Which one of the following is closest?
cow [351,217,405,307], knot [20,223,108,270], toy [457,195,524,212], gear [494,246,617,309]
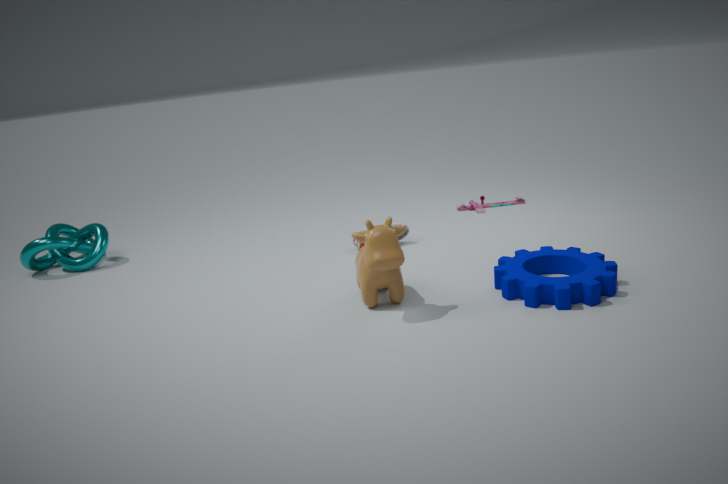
cow [351,217,405,307]
